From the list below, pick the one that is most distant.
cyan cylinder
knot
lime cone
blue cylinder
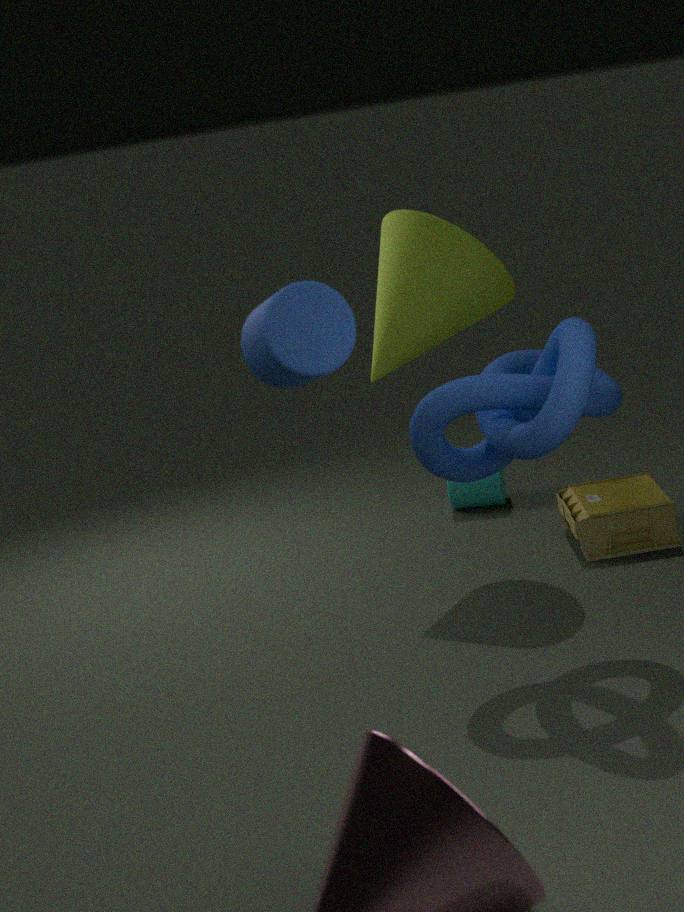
cyan cylinder
